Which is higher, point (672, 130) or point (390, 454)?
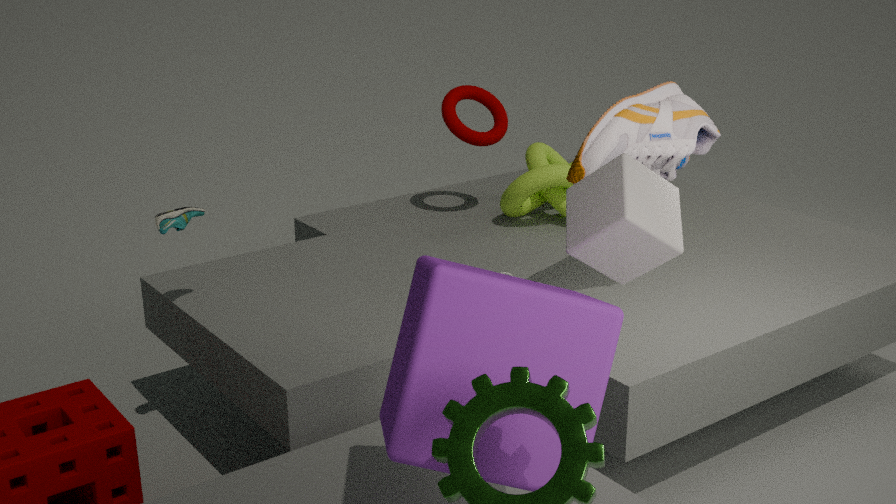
point (672, 130)
